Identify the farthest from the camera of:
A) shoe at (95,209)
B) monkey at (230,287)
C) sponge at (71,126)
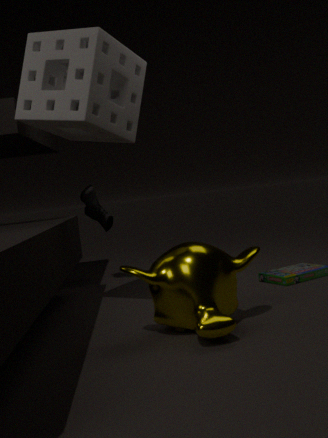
shoe at (95,209)
